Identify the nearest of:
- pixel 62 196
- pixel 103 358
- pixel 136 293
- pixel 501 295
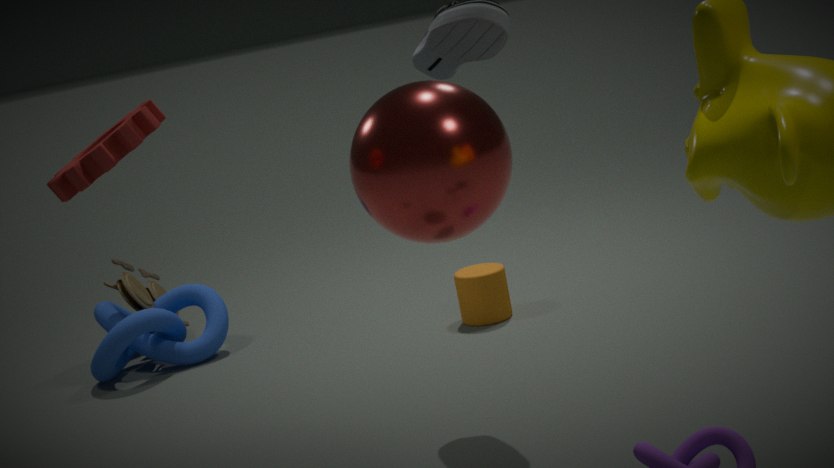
pixel 62 196
